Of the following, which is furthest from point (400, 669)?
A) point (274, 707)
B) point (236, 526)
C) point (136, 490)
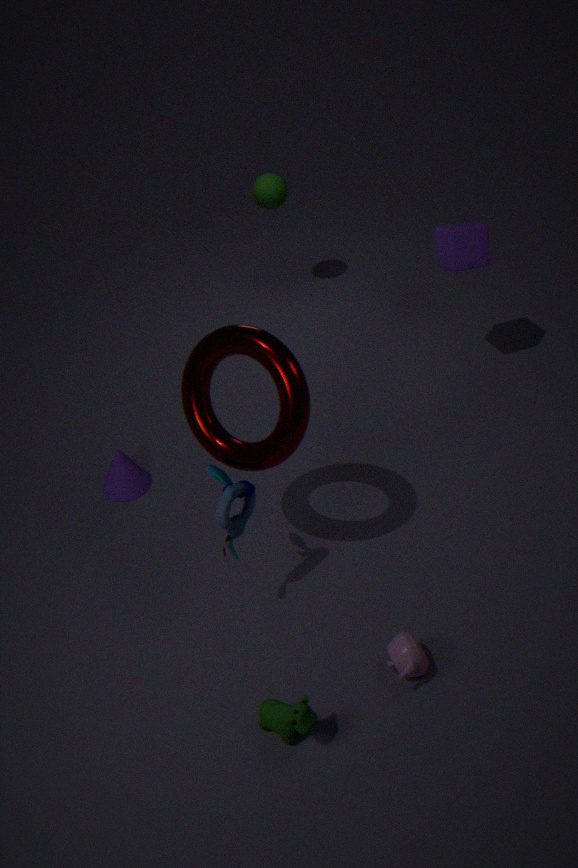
point (136, 490)
